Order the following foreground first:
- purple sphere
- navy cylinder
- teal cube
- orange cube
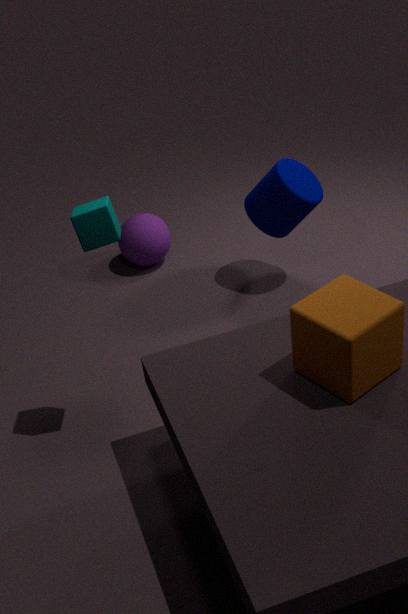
orange cube
teal cube
navy cylinder
purple sphere
